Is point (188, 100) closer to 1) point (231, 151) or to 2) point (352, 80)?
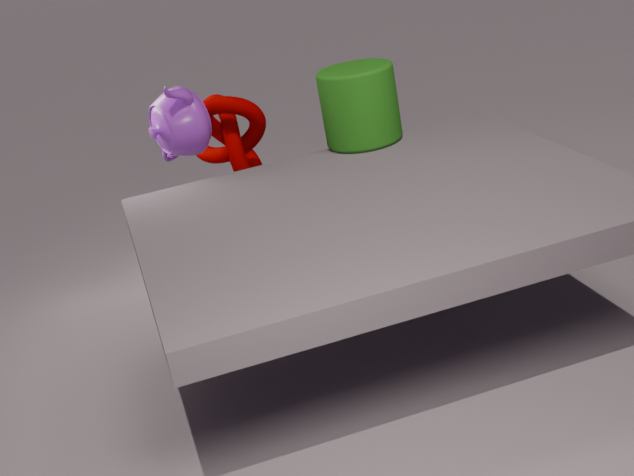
1) point (231, 151)
